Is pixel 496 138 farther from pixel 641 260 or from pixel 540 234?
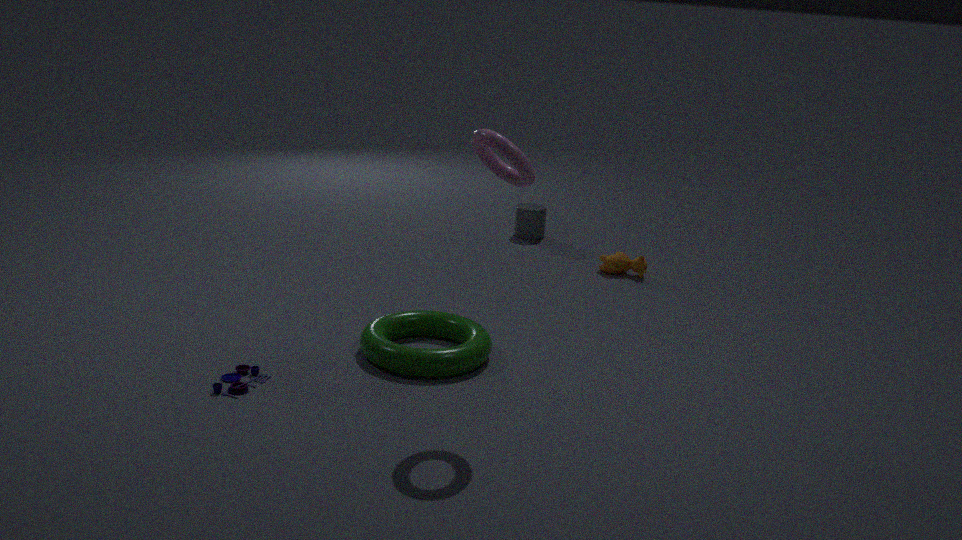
pixel 540 234
